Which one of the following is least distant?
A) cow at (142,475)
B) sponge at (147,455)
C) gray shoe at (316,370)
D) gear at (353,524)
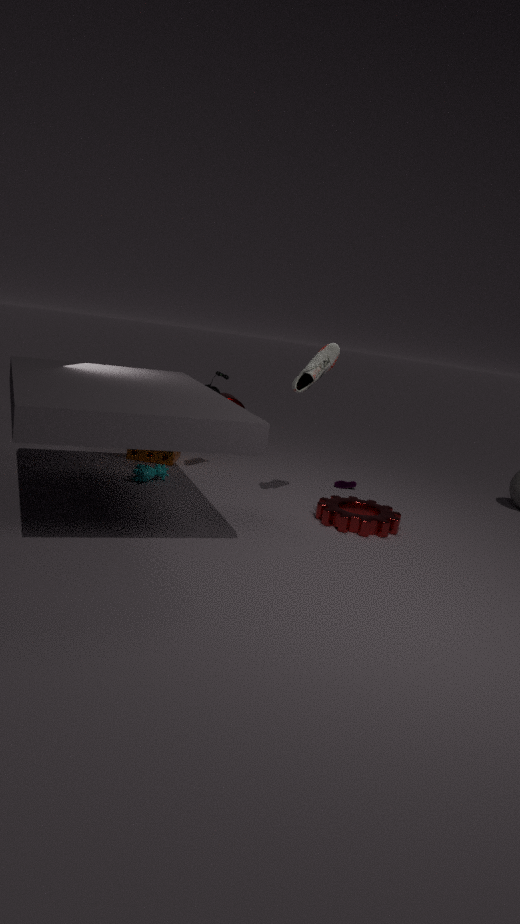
gray shoe at (316,370)
